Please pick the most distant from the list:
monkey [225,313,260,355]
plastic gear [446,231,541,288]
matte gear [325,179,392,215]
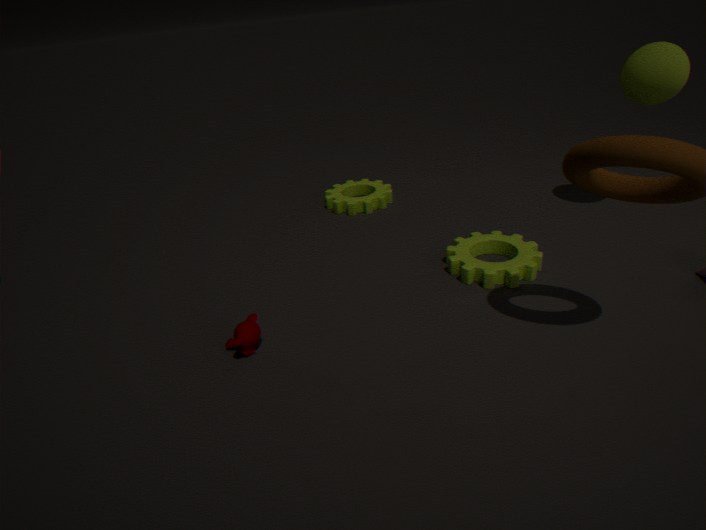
matte gear [325,179,392,215]
